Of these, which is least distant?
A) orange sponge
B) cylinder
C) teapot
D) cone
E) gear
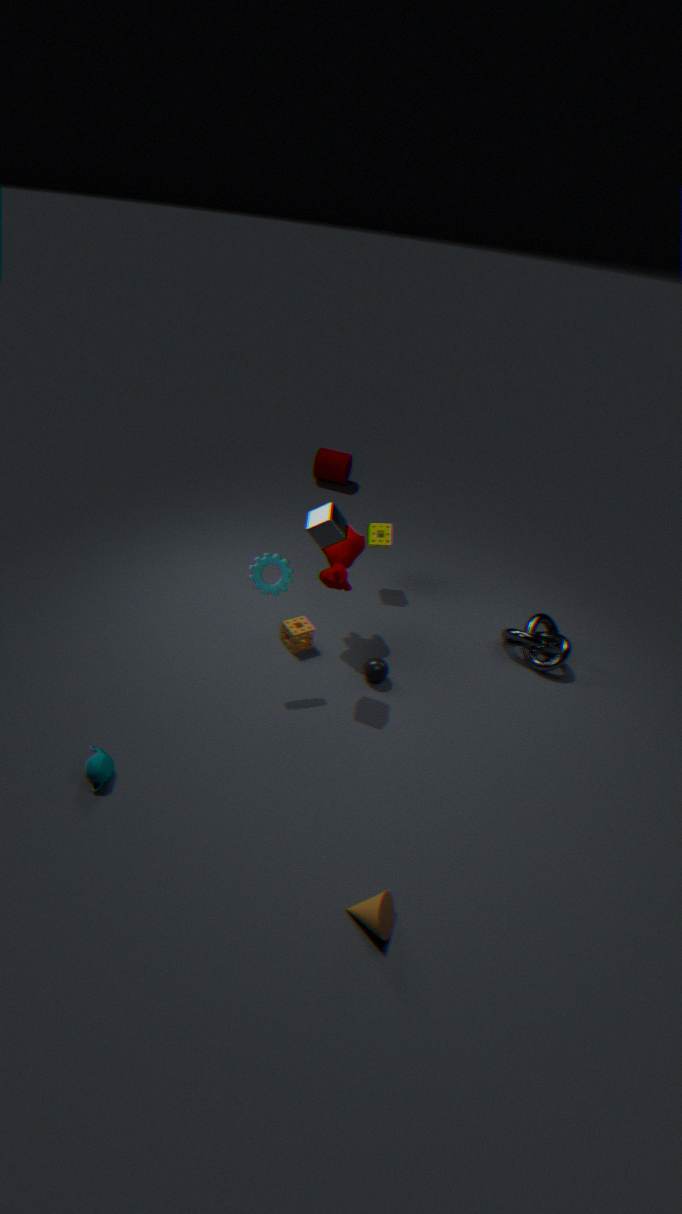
cone
